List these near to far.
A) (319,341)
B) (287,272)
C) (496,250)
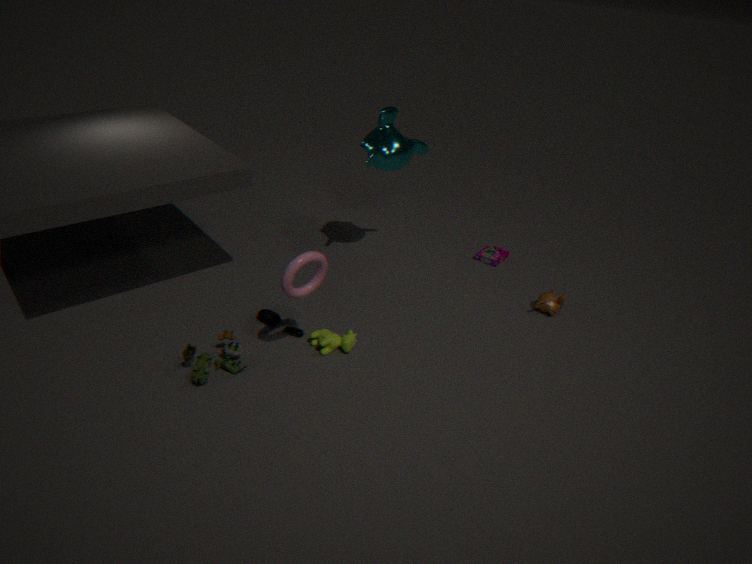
(287,272), (319,341), (496,250)
